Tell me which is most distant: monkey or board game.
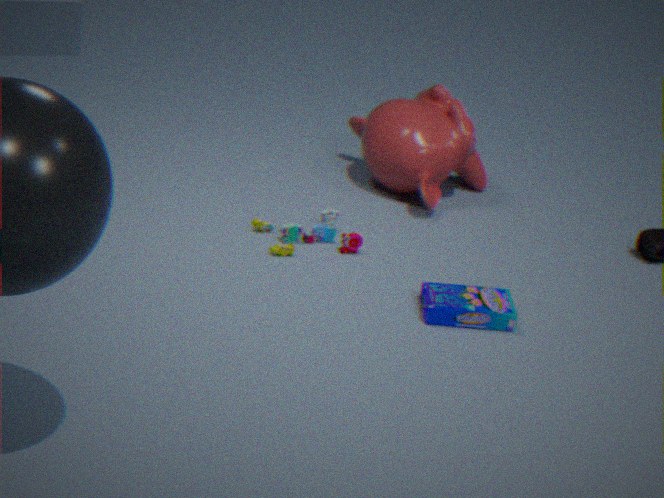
monkey
